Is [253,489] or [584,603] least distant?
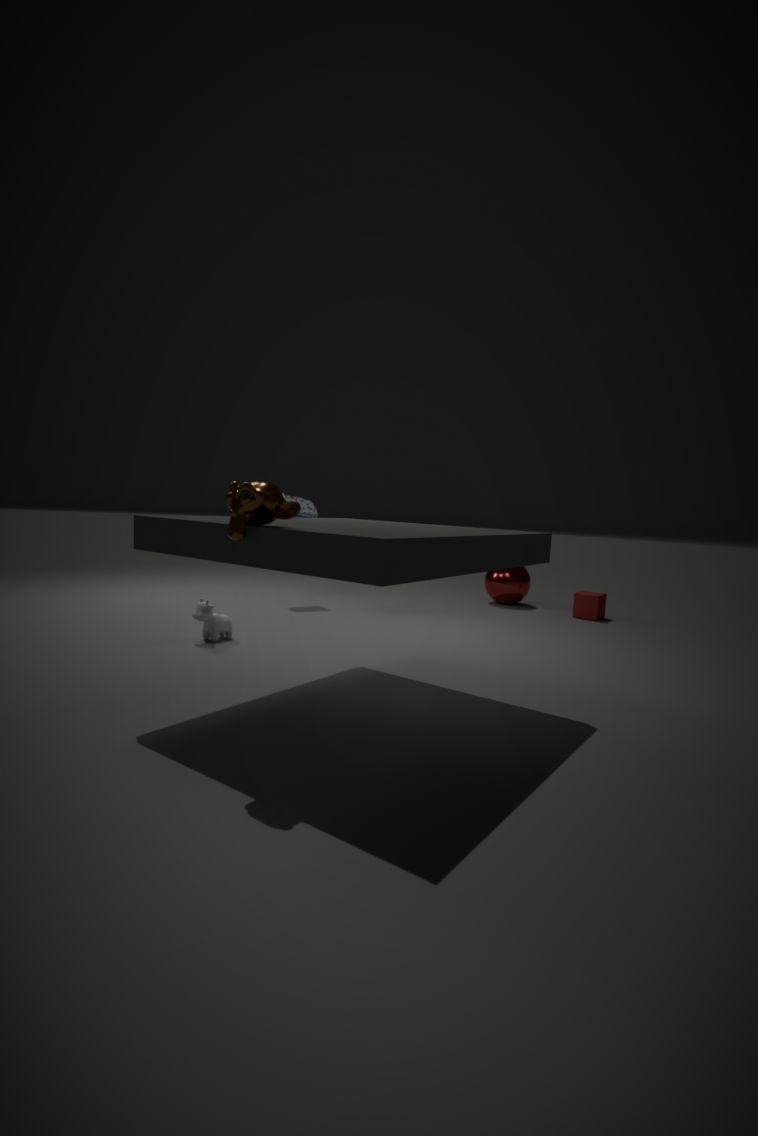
[253,489]
